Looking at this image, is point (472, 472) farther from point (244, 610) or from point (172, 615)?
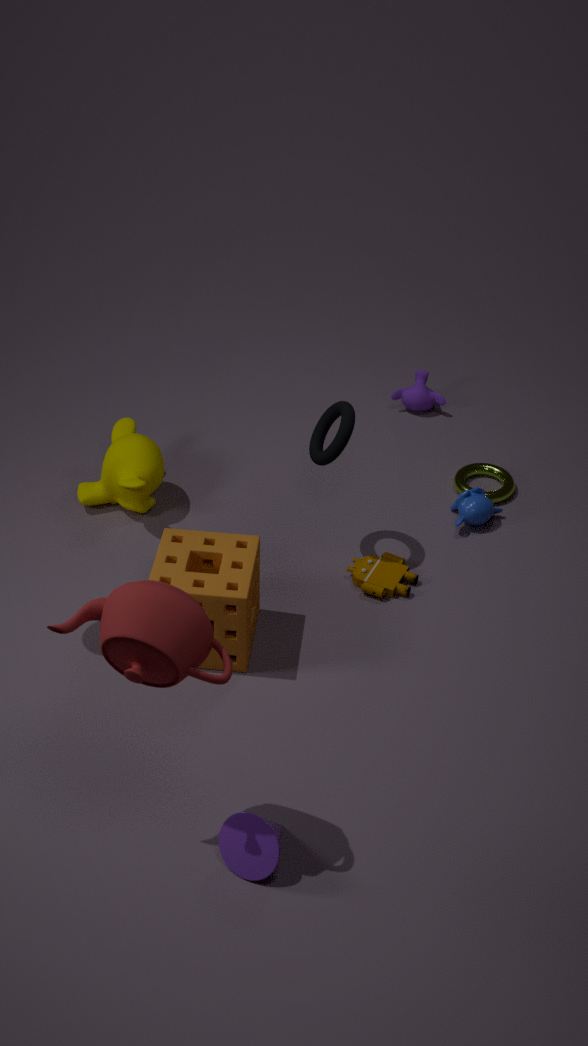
point (172, 615)
